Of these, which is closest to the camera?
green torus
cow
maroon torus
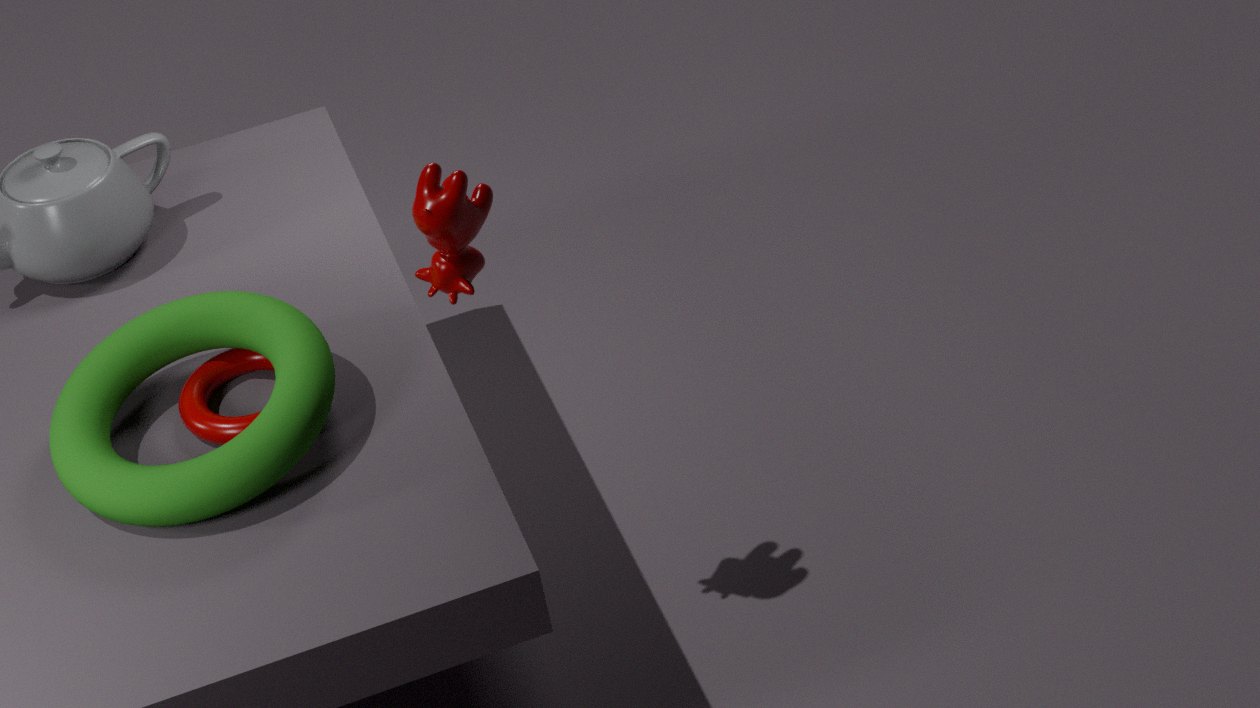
cow
